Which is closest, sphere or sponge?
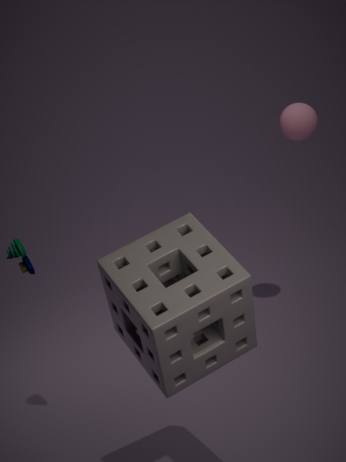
sponge
